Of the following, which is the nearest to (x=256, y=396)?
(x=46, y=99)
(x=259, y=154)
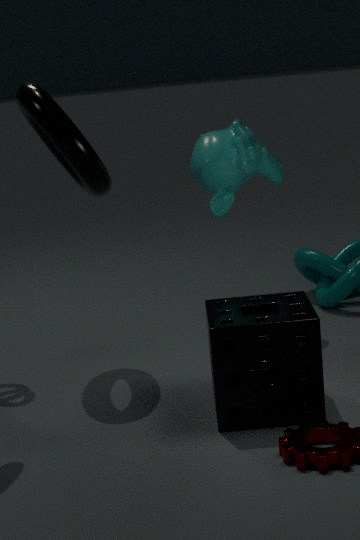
(x=259, y=154)
